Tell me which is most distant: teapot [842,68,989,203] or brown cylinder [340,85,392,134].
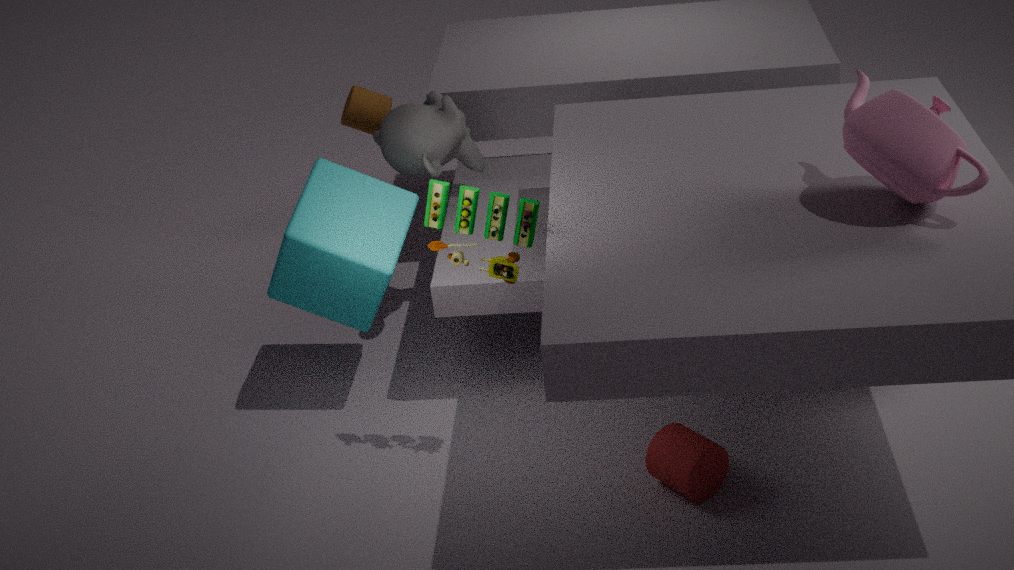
brown cylinder [340,85,392,134]
